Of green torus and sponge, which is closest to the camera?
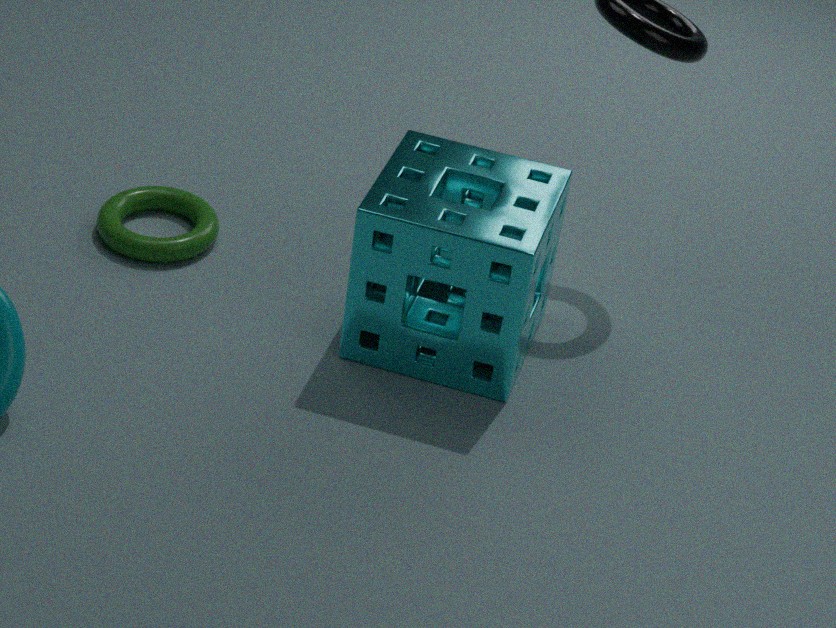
sponge
